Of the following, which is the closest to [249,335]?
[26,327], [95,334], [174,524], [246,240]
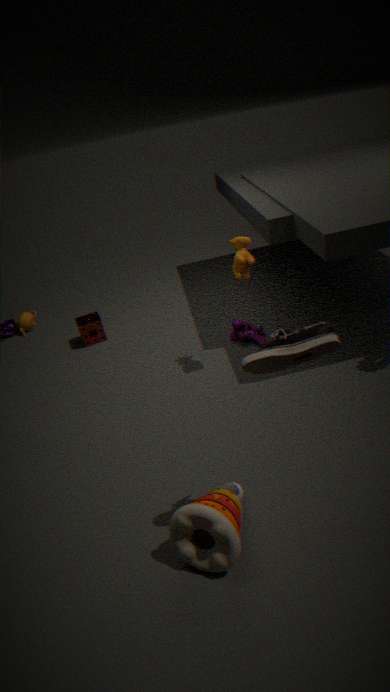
[246,240]
